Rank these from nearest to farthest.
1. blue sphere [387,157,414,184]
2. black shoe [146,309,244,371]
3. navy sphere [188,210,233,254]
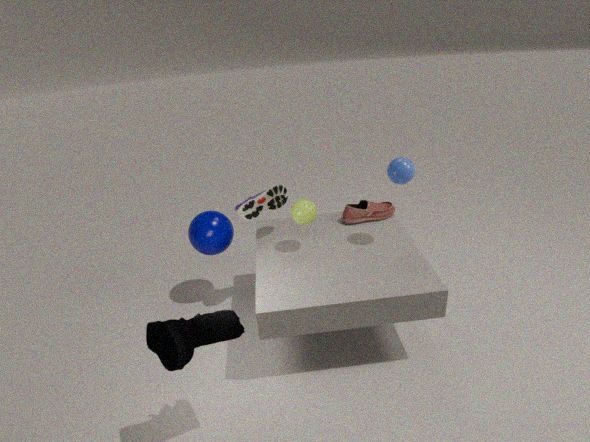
black shoe [146,309,244,371]
blue sphere [387,157,414,184]
navy sphere [188,210,233,254]
